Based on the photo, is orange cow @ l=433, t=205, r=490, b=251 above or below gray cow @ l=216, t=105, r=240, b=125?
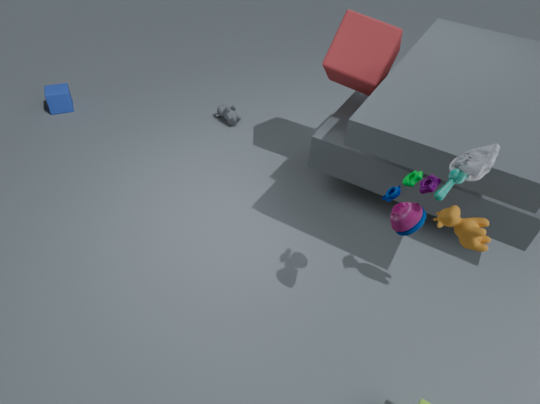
above
